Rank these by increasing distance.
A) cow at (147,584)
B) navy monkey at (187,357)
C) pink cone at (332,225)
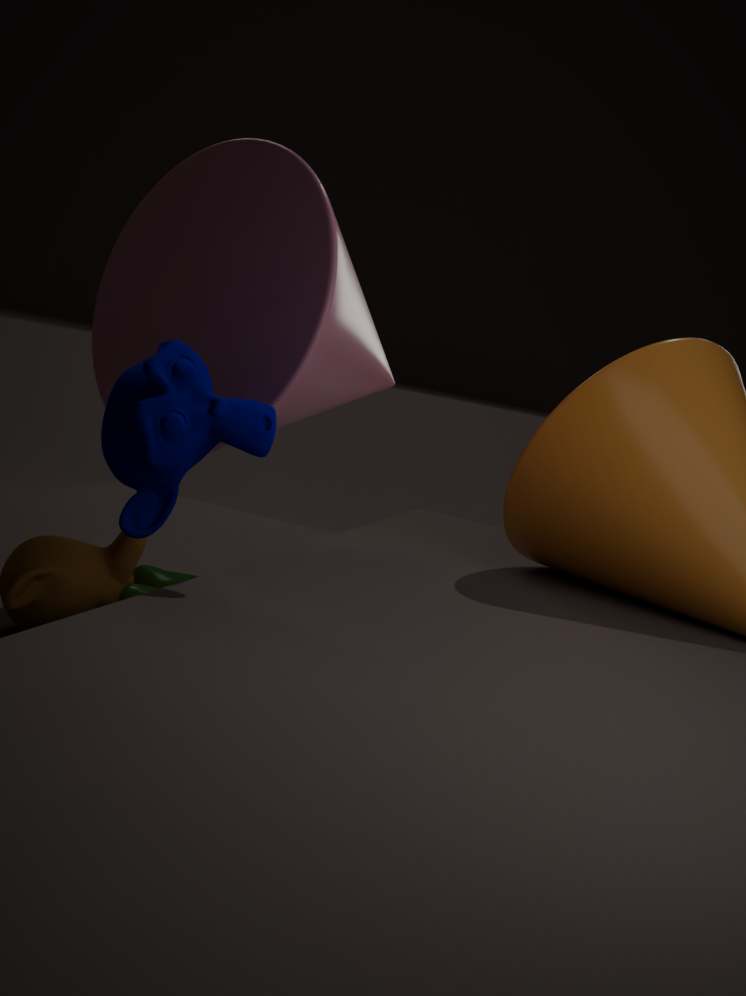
navy monkey at (187,357) → cow at (147,584) → pink cone at (332,225)
